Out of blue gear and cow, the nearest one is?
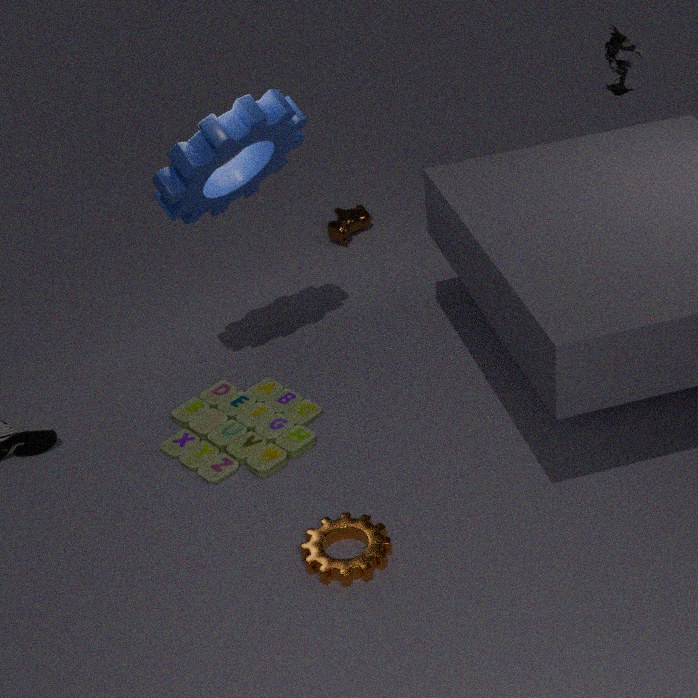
blue gear
